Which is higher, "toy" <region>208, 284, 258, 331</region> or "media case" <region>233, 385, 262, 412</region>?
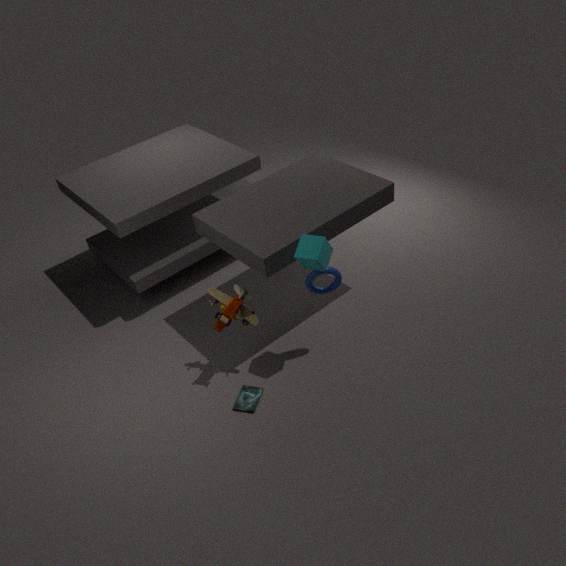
"toy" <region>208, 284, 258, 331</region>
